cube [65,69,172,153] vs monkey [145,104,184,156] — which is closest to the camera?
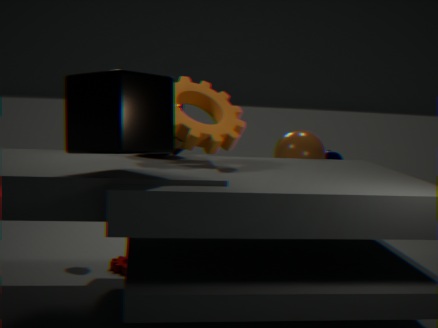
cube [65,69,172,153]
